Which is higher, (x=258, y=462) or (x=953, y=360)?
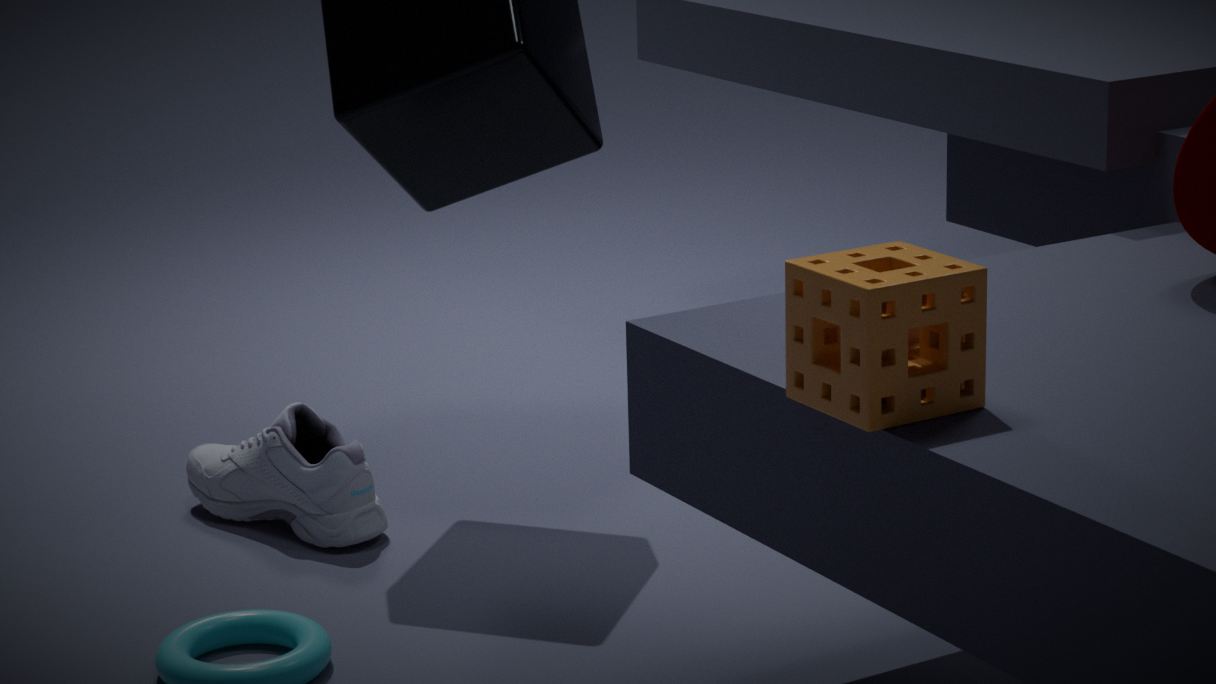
(x=953, y=360)
